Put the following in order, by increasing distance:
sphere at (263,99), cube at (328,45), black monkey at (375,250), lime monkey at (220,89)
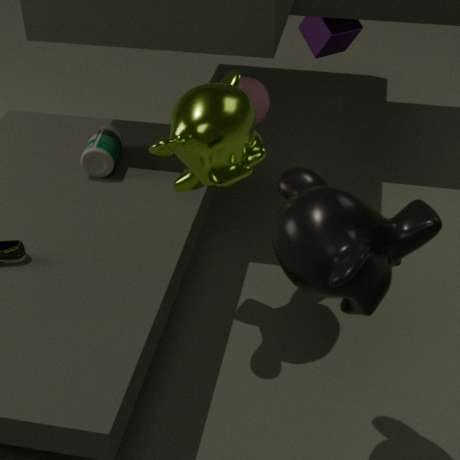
1. black monkey at (375,250)
2. lime monkey at (220,89)
3. sphere at (263,99)
4. cube at (328,45)
